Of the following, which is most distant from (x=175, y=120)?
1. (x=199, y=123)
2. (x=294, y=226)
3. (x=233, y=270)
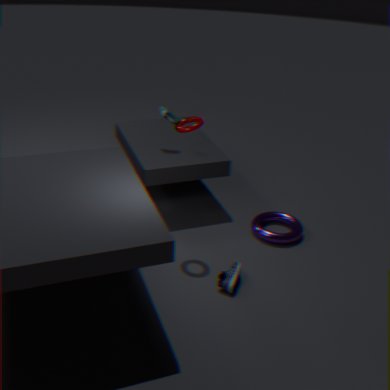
(x=233, y=270)
